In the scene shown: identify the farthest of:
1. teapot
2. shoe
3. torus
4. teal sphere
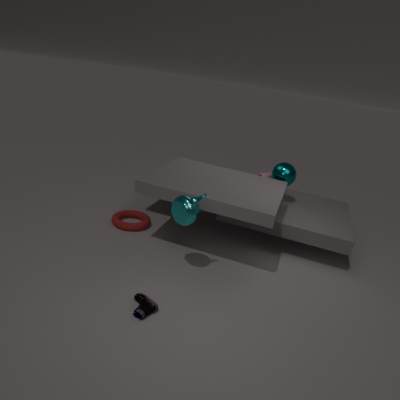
teal sphere
